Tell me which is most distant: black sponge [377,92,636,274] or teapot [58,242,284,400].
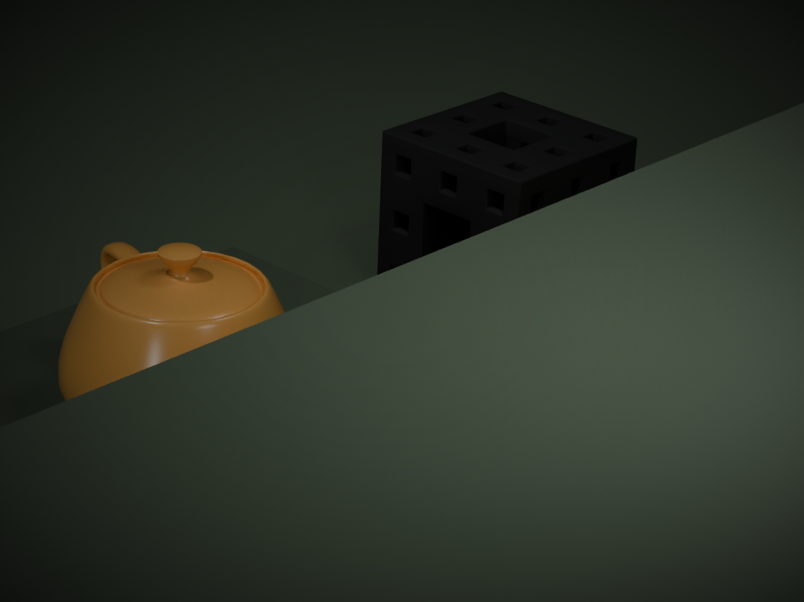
black sponge [377,92,636,274]
